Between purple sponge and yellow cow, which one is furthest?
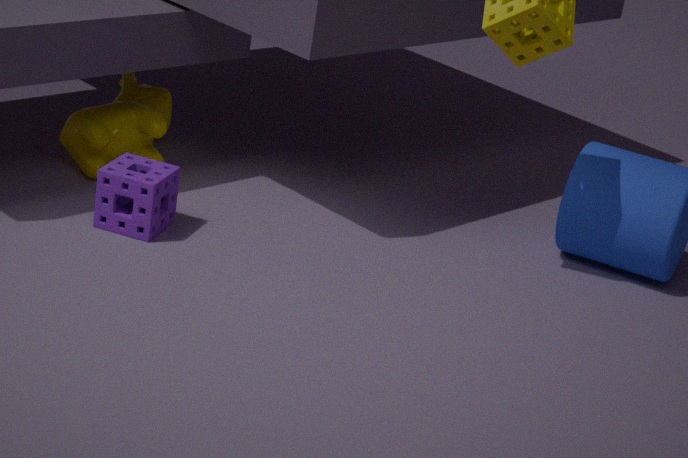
yellow cow
